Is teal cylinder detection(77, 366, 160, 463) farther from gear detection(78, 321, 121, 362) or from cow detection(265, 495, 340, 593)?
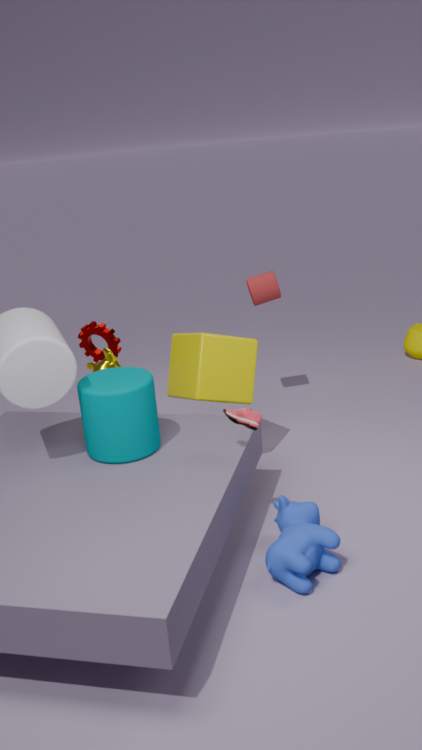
gear detection(78, 321, 121, 362)
